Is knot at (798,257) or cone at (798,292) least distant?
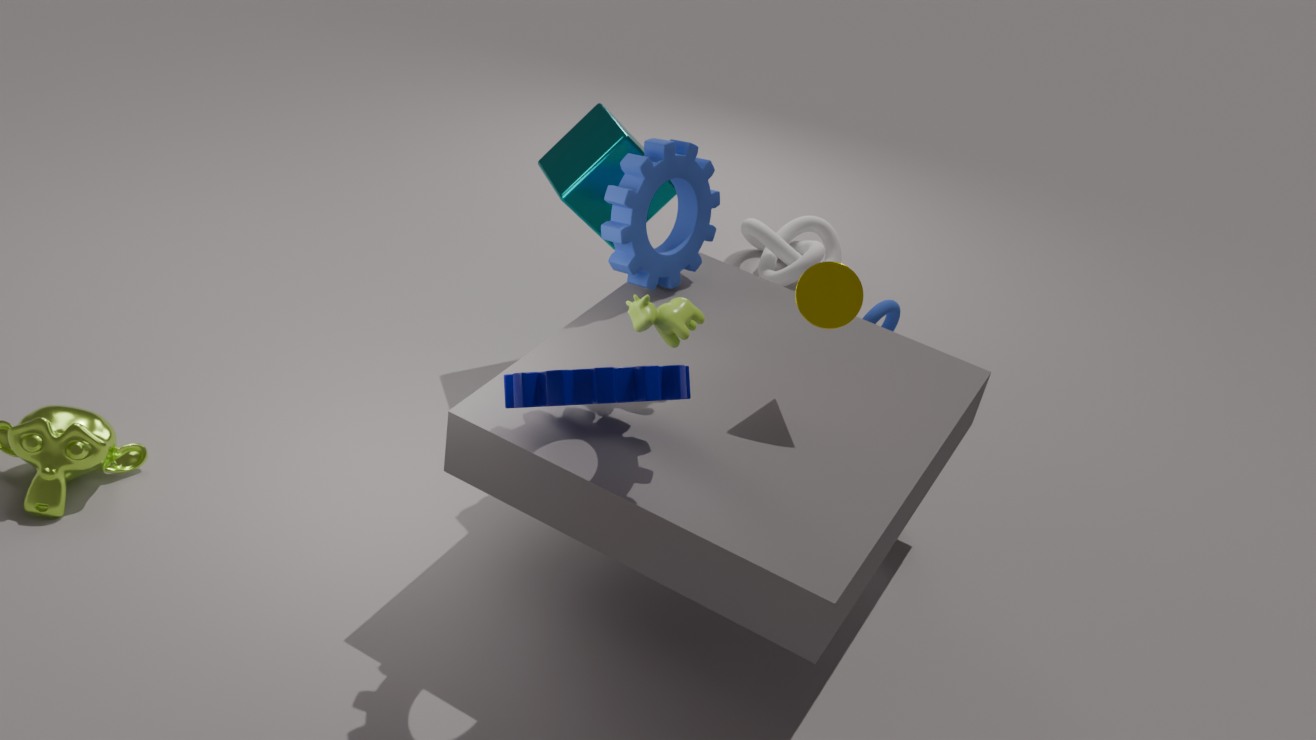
cone at (798,292)
